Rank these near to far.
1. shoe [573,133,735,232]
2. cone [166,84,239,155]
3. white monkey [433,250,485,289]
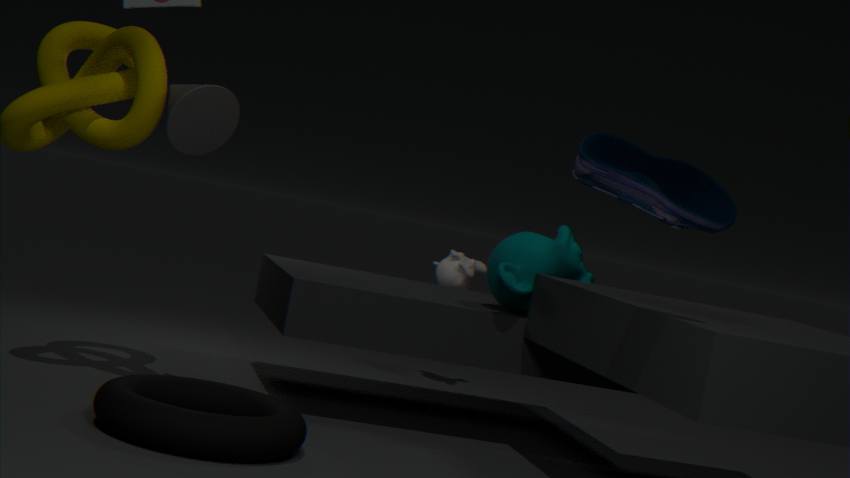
1. shoe [573,133,735,232]
2. cone [166,84,239,155]
3. white monkey [433,250,485,289]
